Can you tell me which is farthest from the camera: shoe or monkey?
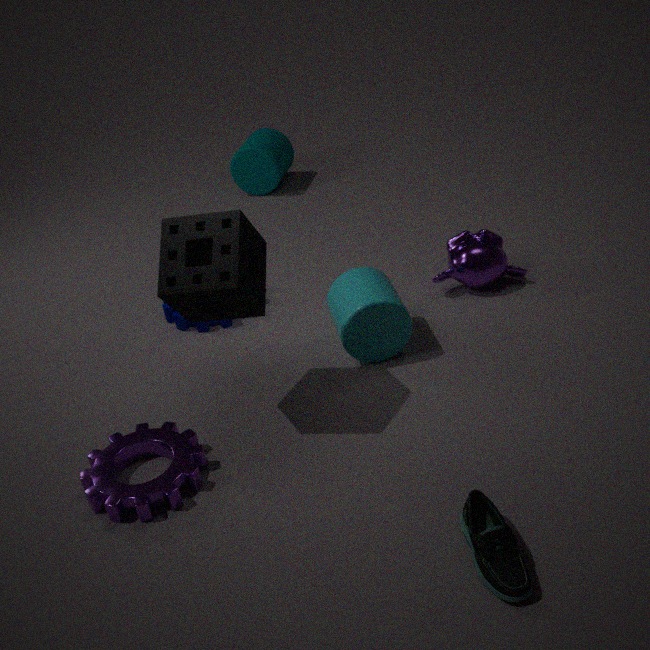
monkey
